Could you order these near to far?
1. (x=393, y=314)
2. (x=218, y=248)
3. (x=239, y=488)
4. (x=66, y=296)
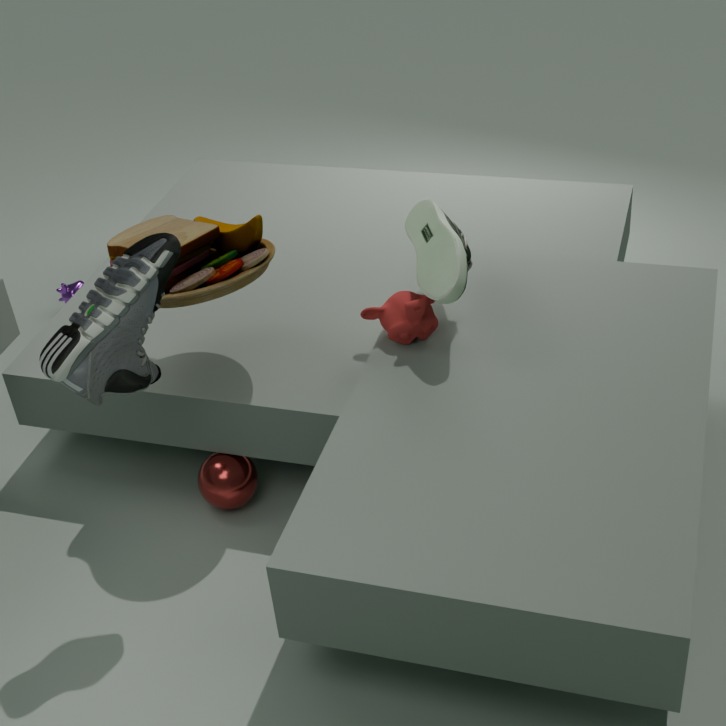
(x=393, y=314) < (x=239, y=488) < (x=218, y=248) < (x=66, y=296)
